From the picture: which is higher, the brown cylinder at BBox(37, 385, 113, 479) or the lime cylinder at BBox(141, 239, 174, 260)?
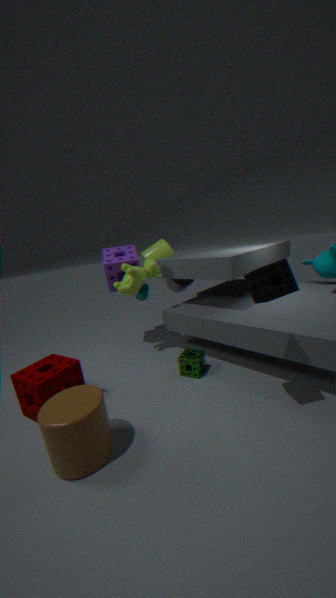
the lime cylinder at BBox(141, 239, 174, 260)
